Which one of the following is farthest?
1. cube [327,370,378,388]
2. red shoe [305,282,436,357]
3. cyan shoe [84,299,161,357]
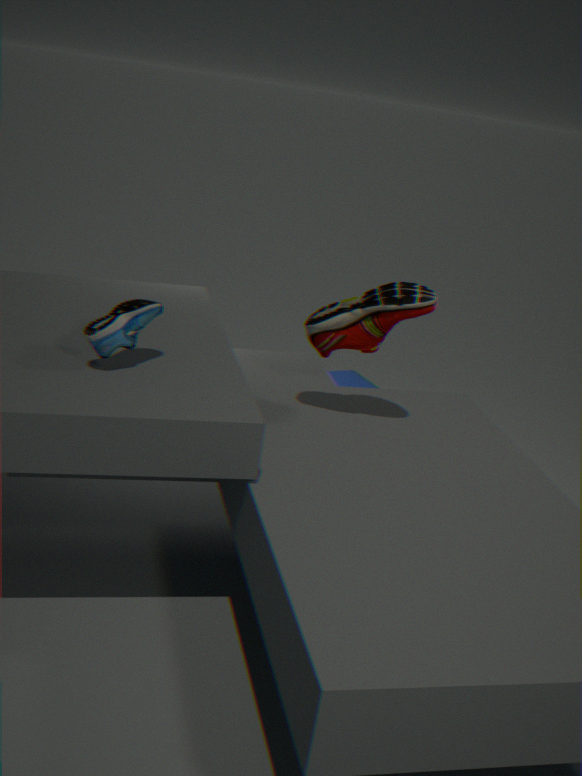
cube [327,370,378,388]
